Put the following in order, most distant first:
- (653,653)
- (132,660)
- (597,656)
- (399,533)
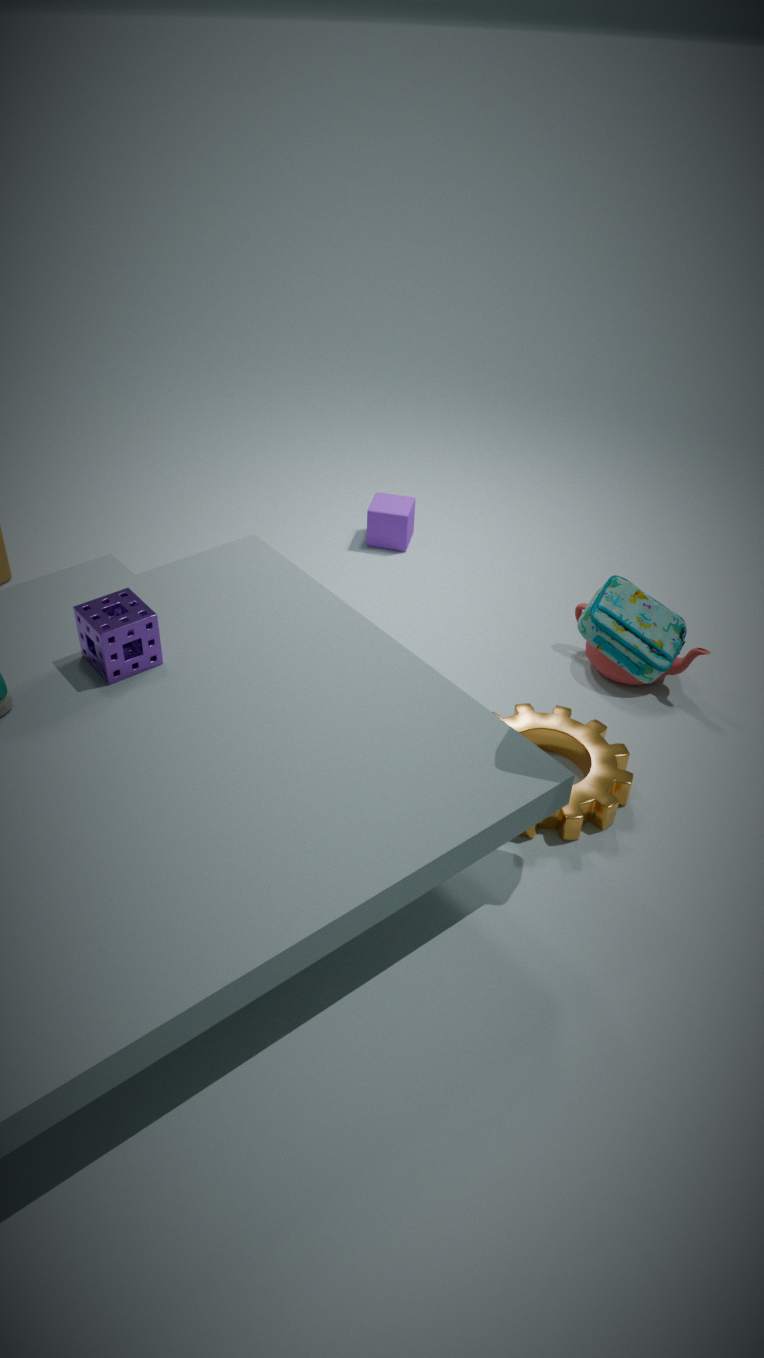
1. (399,533)
2. (597,656)
3. (132,660)
4. (653,653)
